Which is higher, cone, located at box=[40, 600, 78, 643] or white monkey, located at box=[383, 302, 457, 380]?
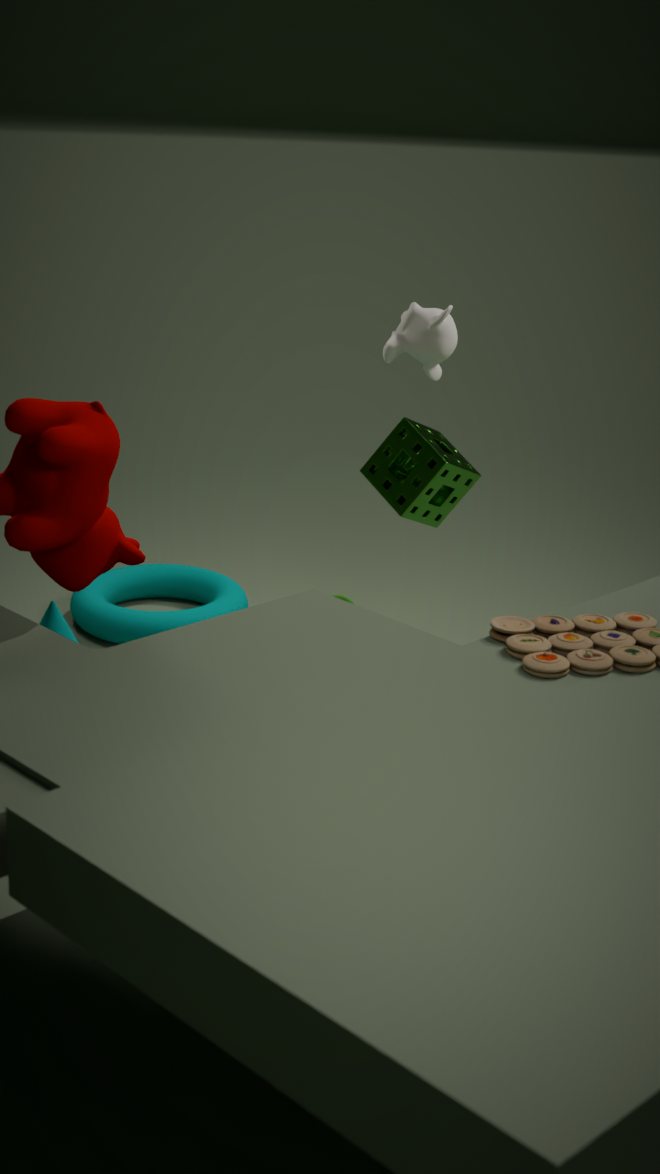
white monkey, located at box=[383, 302, 457, 380]
